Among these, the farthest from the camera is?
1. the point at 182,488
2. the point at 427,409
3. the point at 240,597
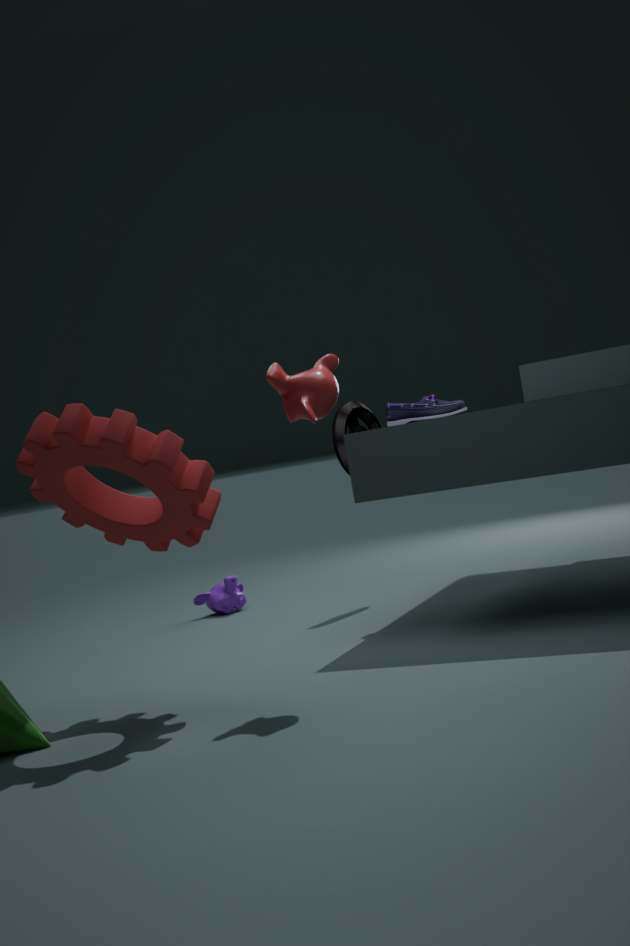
the point at 240,597
